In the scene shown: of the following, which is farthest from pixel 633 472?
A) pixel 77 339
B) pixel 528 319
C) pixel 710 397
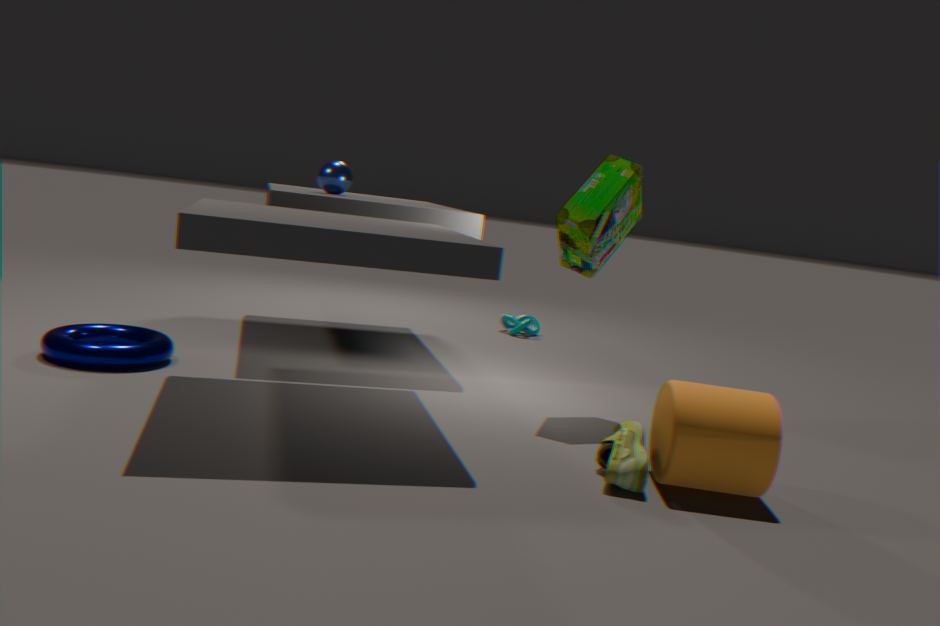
pixel 528 319
